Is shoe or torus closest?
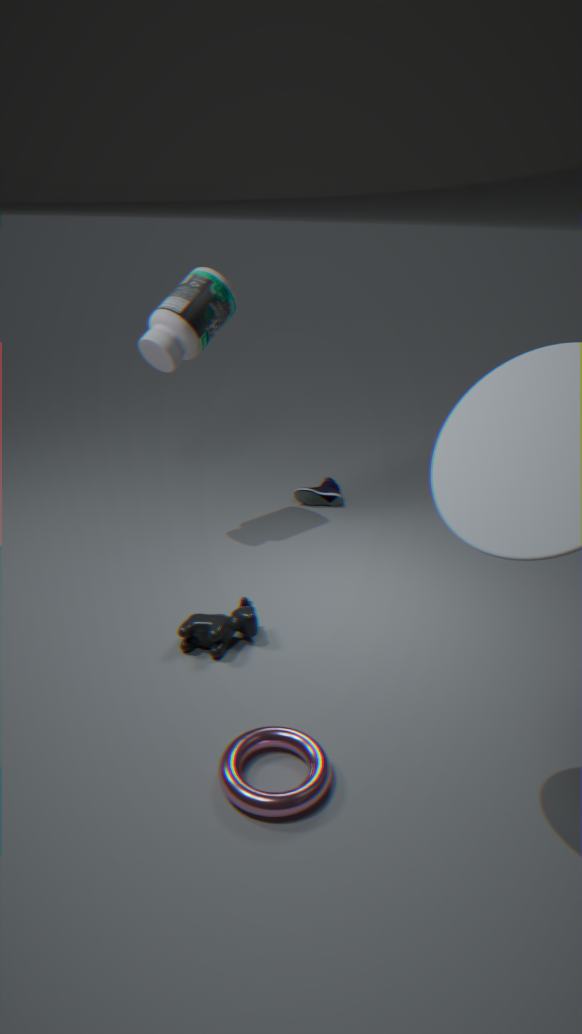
torus
